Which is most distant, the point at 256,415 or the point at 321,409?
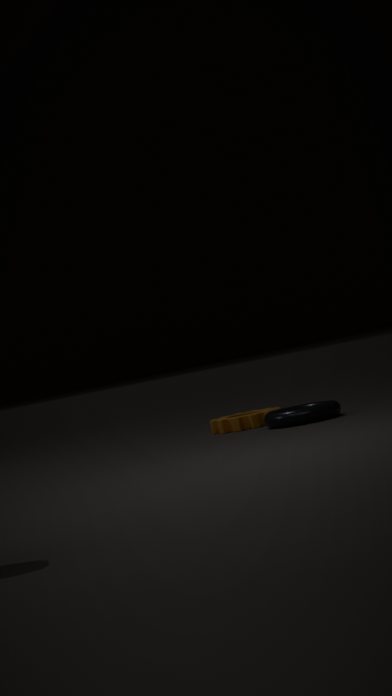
the point at 256,415
